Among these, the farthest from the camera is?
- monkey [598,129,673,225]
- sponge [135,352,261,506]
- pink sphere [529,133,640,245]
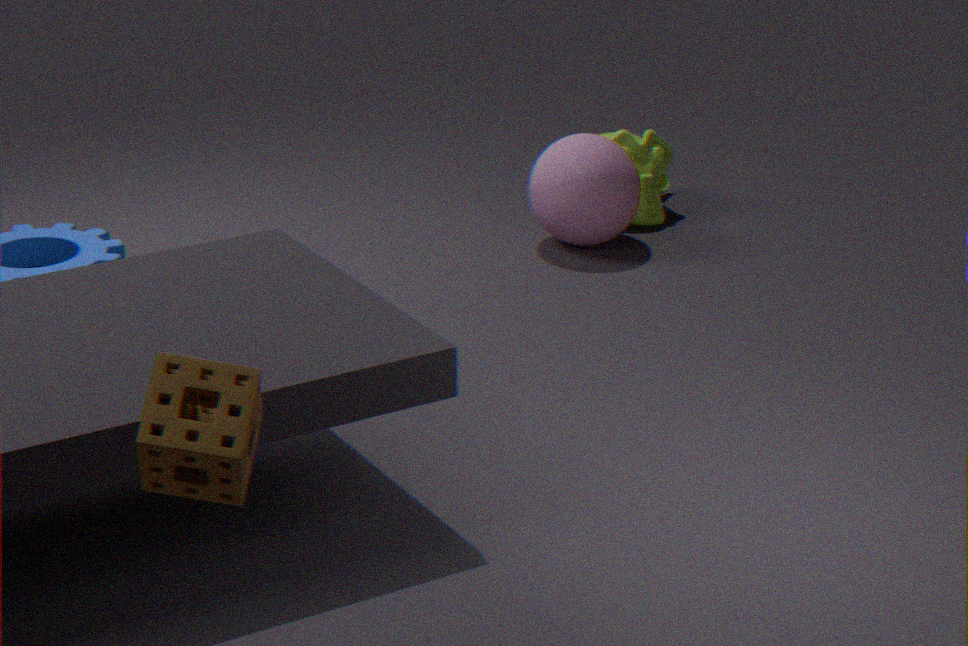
monkey [598,129,673,225]
